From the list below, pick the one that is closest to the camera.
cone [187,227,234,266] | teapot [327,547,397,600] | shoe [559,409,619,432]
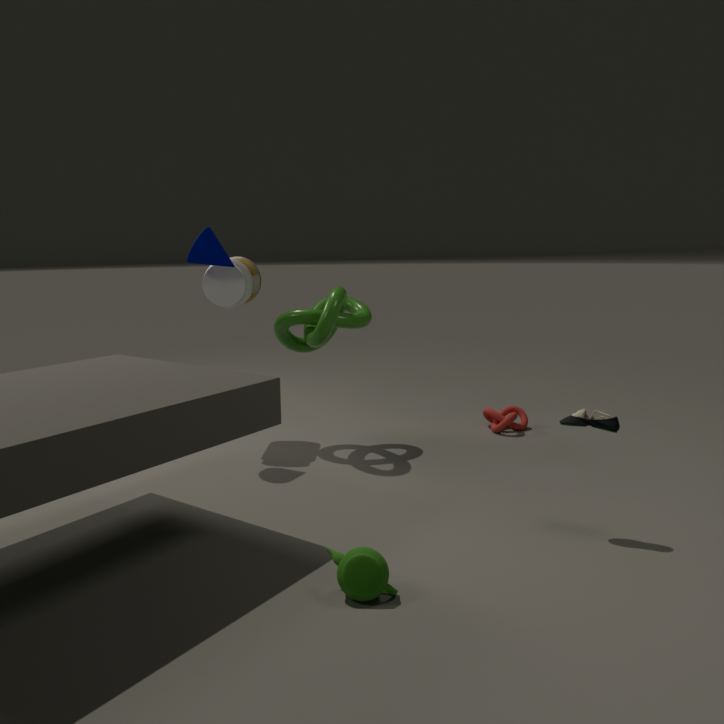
teapot [327,547,397,600]
